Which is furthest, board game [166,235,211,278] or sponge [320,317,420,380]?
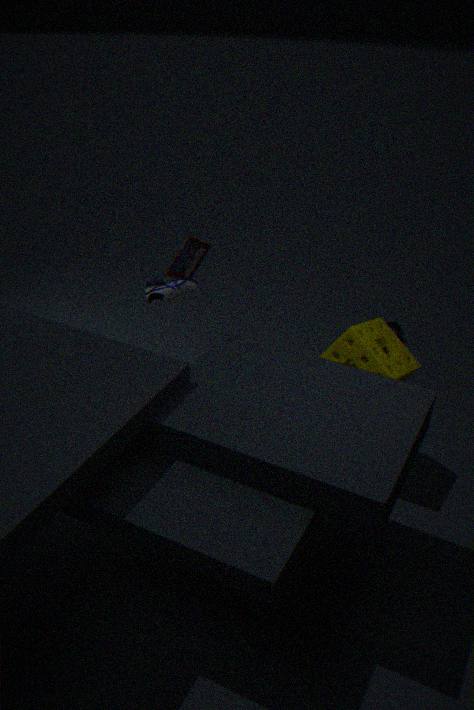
board game [166,235,211,278]
